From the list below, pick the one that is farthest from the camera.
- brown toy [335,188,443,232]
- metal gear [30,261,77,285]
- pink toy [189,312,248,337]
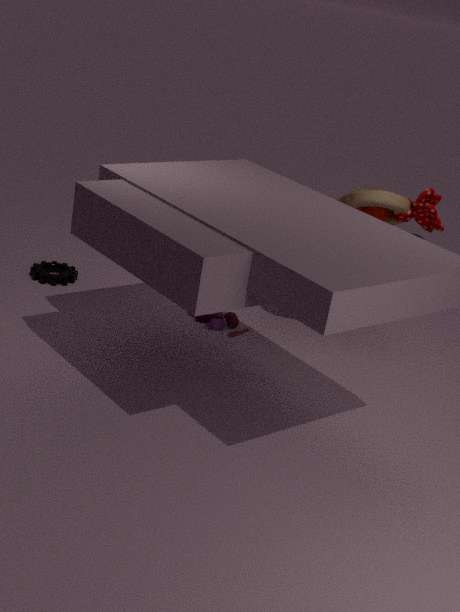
metal gear [30,261,77,285]
